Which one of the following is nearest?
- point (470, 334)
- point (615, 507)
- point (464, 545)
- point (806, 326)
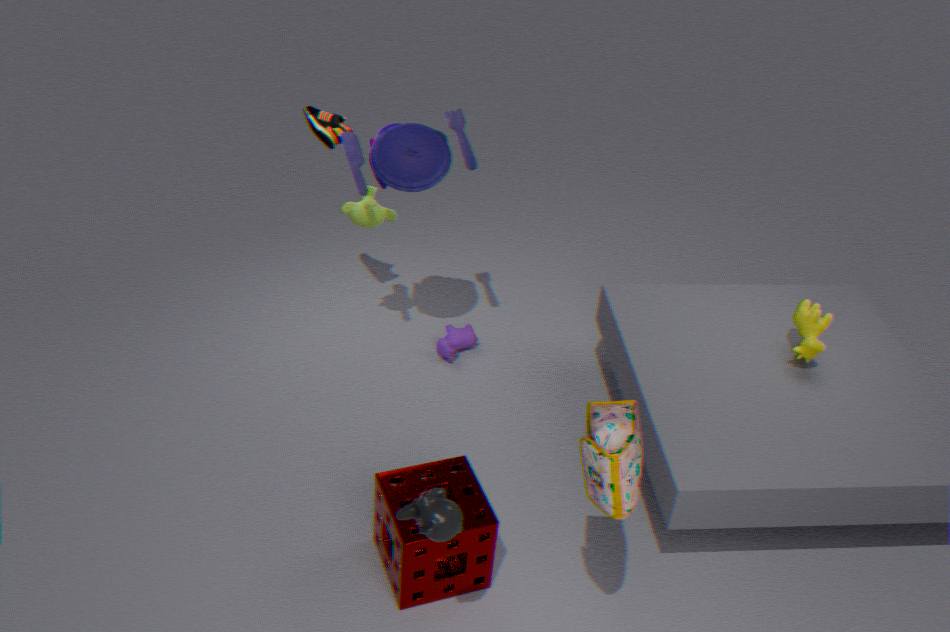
point (615, 507)
